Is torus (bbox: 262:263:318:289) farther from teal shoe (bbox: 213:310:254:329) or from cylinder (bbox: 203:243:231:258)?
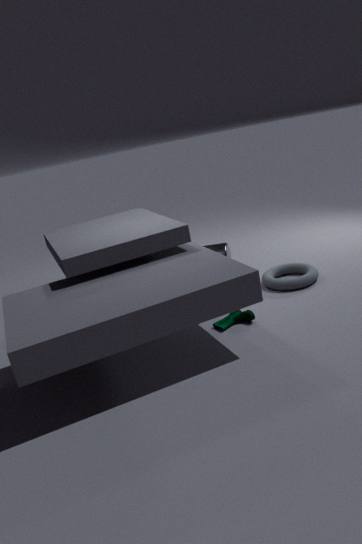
teal shoe (bbox: 213:310:254:329)
